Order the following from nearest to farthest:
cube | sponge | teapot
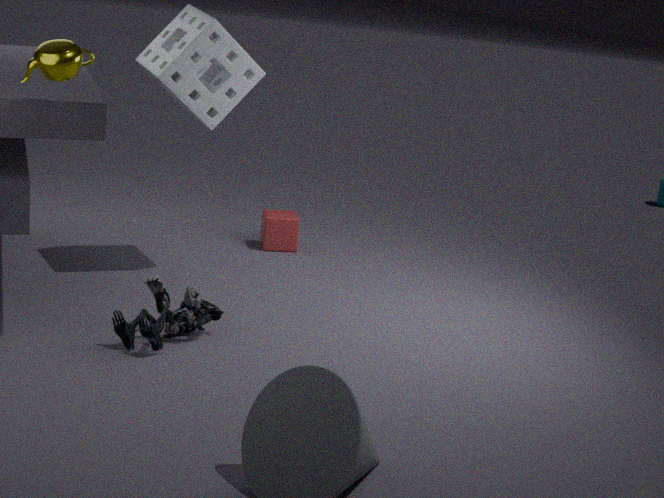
teapot, sponge, cube
